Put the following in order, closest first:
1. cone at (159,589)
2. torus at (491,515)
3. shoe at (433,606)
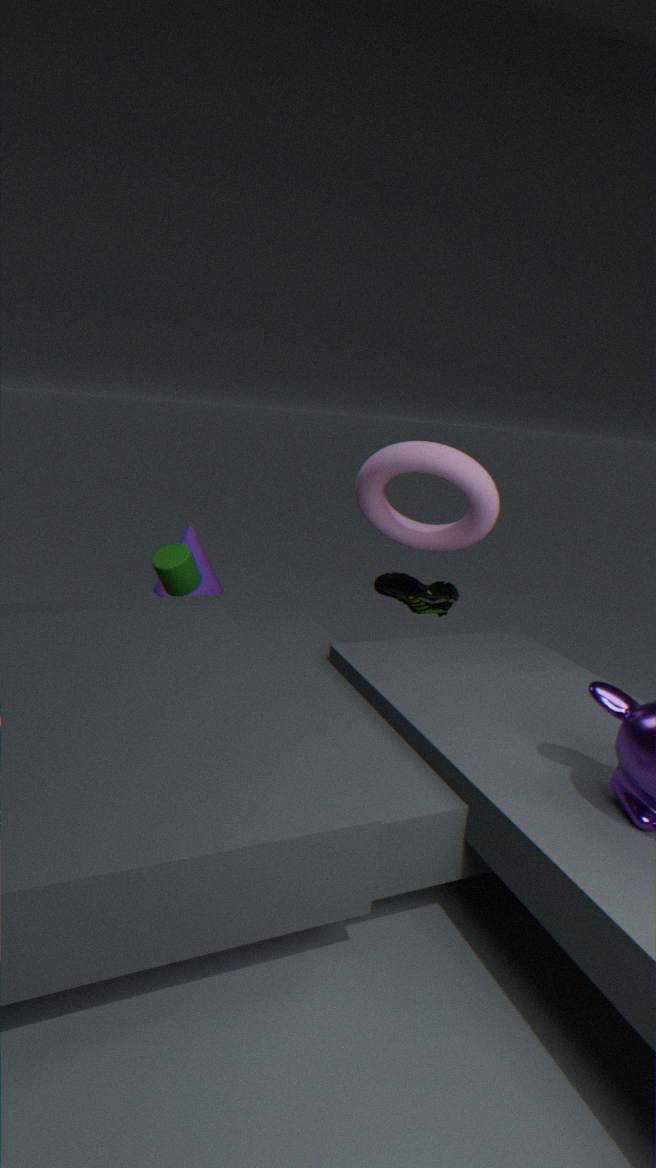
torus at (491,515) → shoe at (433,606) → cone at (159,589)
